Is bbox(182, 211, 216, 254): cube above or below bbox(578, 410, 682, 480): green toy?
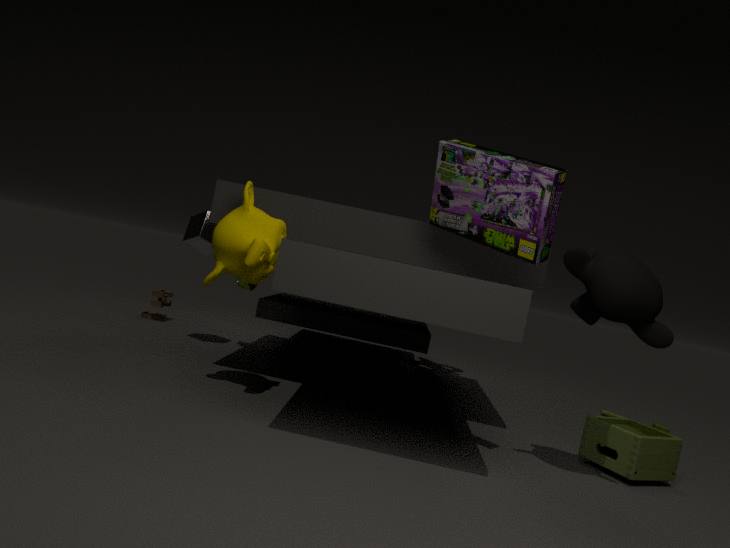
above
